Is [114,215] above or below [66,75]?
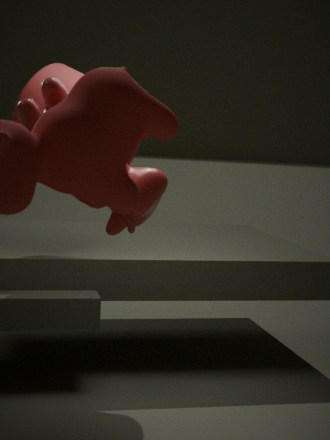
below
